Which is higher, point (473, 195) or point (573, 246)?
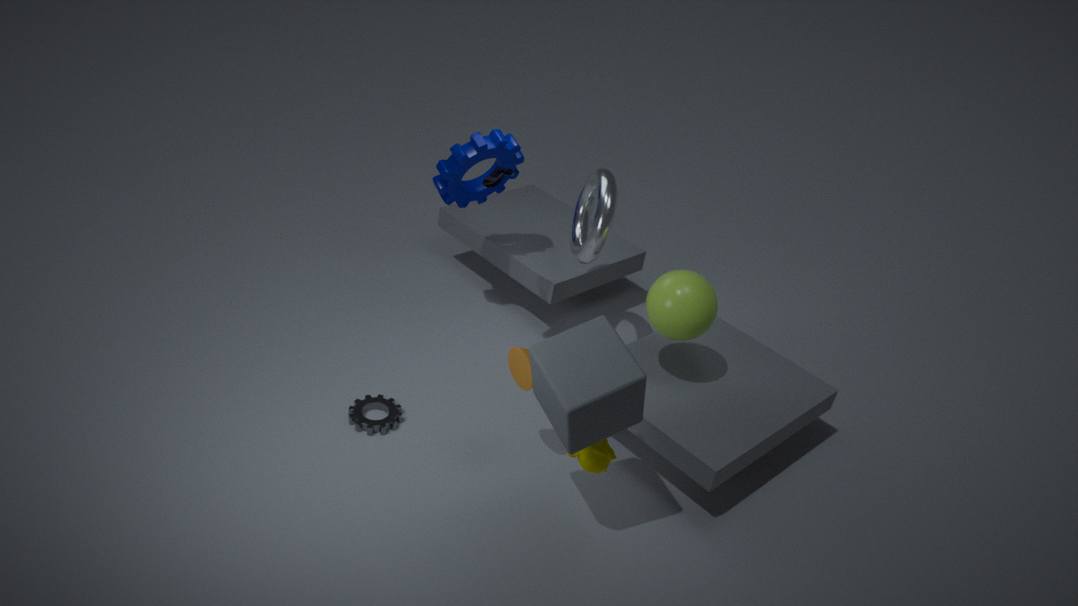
point (473, 195)
